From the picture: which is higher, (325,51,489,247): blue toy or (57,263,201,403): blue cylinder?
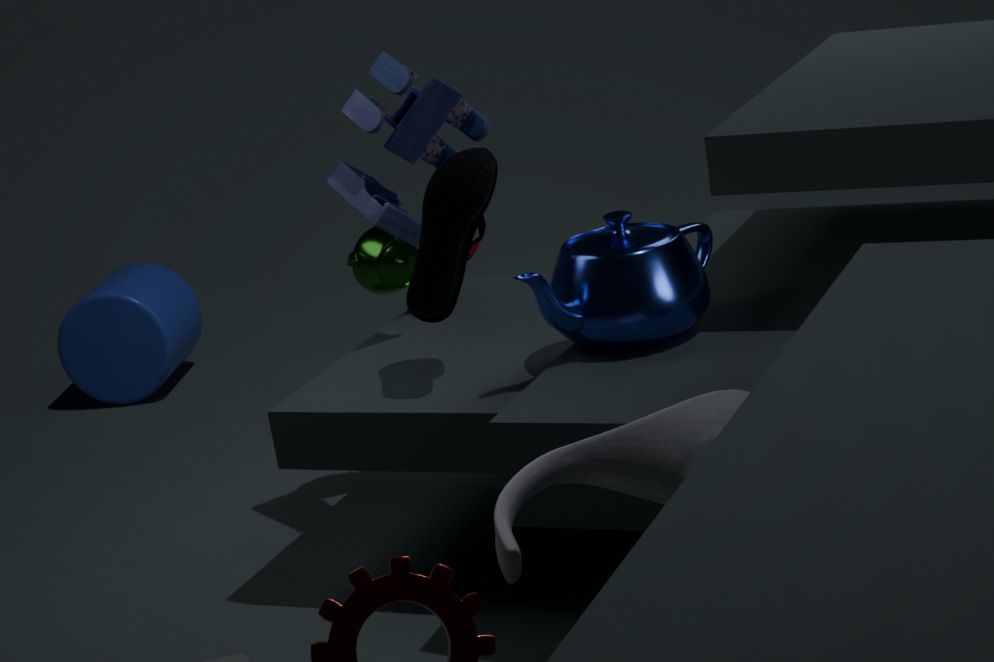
(325,51,489,247): blue toy
